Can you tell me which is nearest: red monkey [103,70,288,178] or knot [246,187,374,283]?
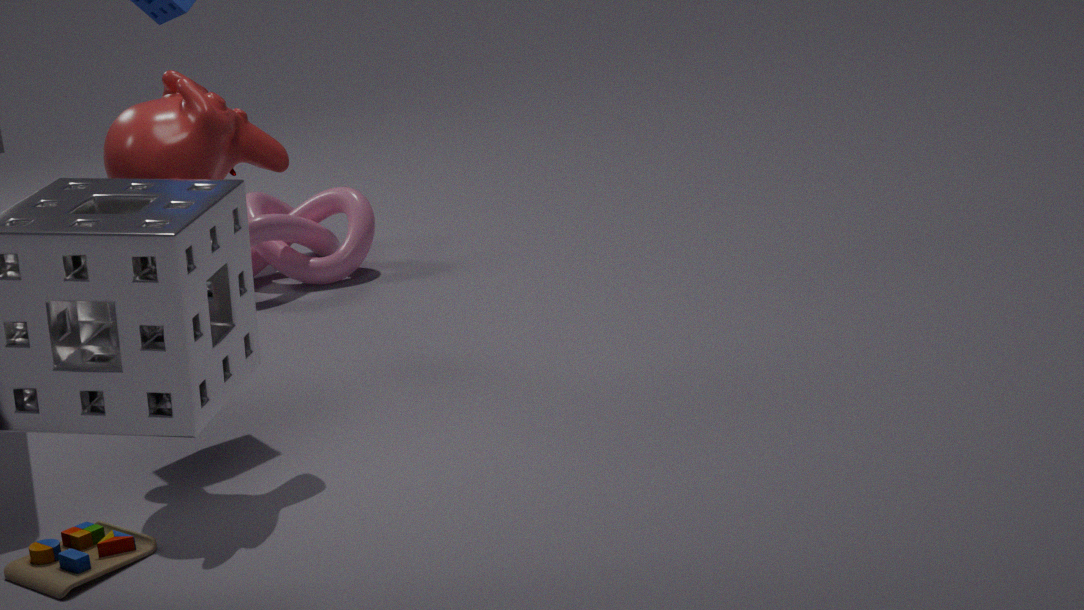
red monkey [103,70,288,178]
